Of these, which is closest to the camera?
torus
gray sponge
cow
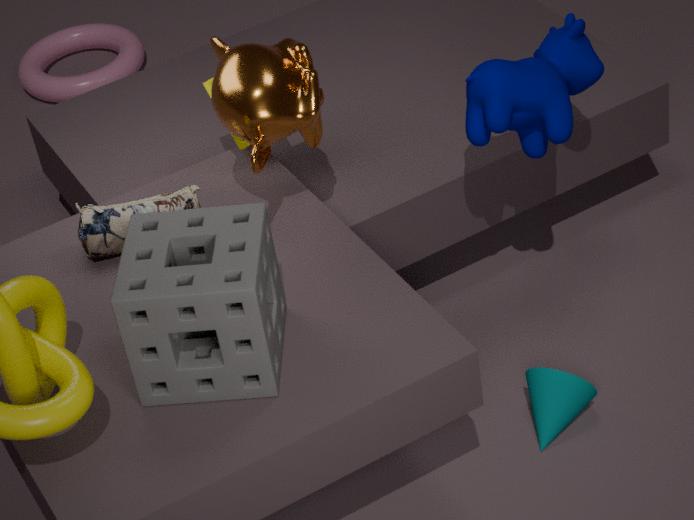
gray sponge
